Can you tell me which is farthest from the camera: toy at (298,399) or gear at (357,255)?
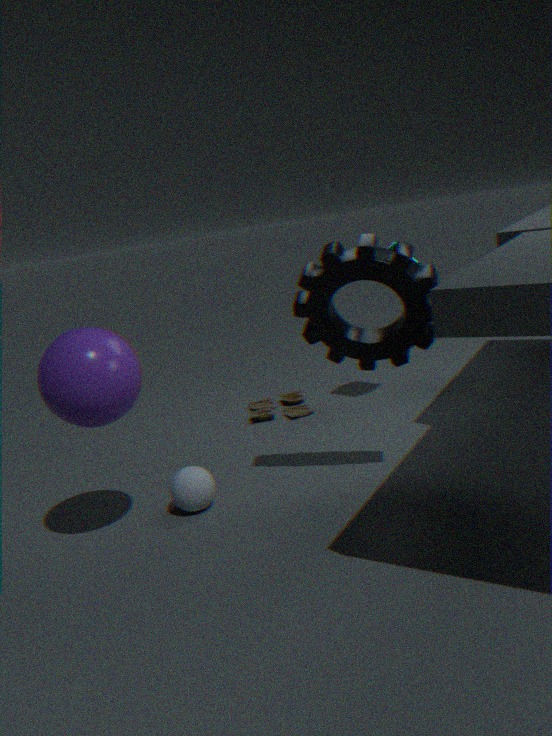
toy at (298,399)
